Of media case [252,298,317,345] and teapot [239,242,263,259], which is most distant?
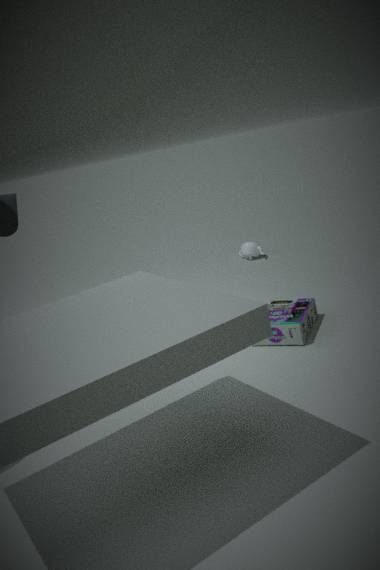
teapot [239,242,263,259]
